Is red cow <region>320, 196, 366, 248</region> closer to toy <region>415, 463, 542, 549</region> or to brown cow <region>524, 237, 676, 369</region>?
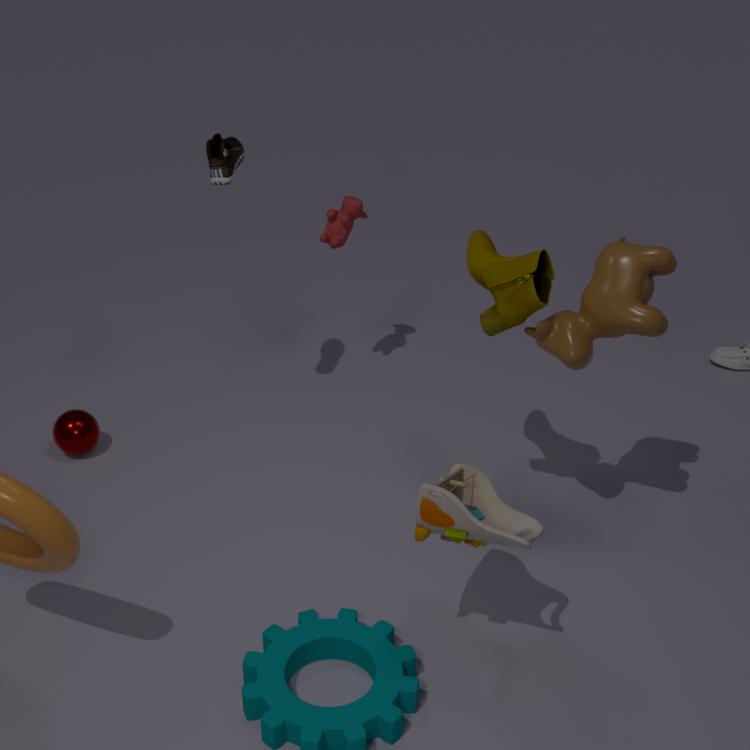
brown cow <region>524, 237, 676, 369</region>
